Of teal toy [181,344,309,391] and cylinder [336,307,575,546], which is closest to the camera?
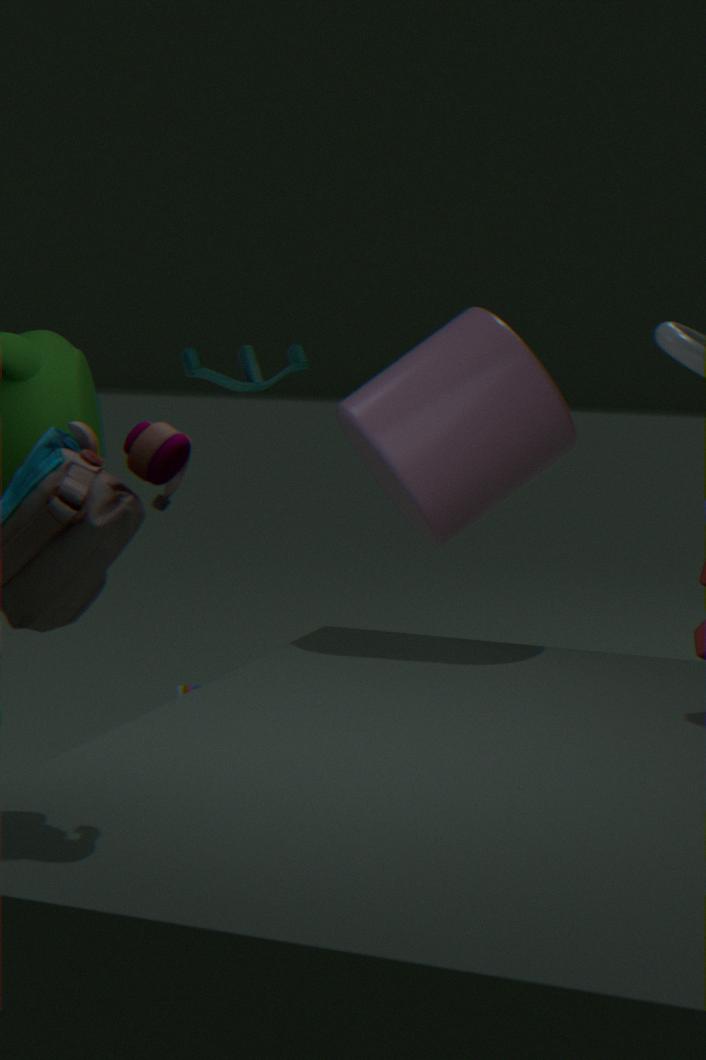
cylinder [336,307,575,546]
